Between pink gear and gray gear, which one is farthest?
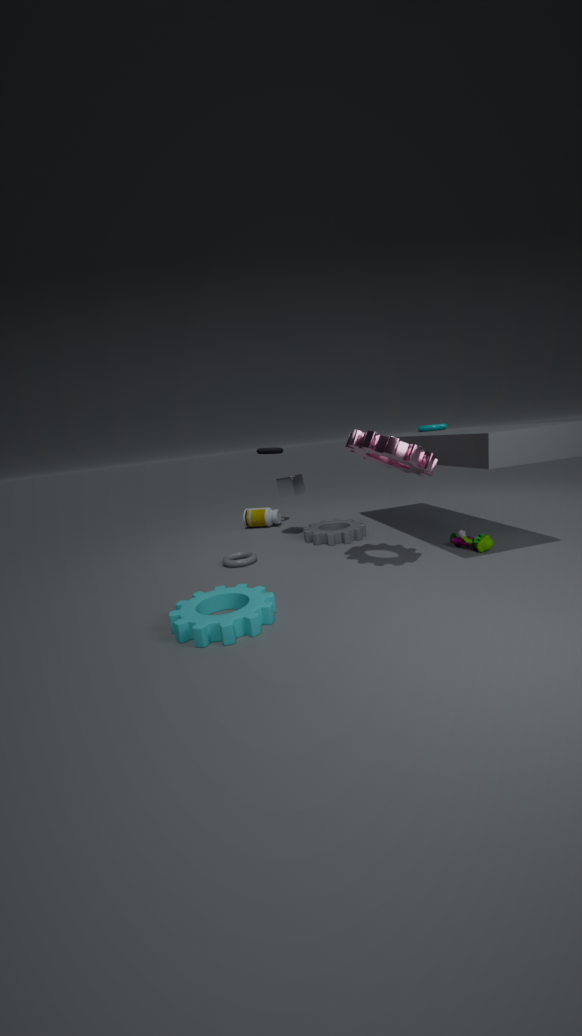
gray gear
